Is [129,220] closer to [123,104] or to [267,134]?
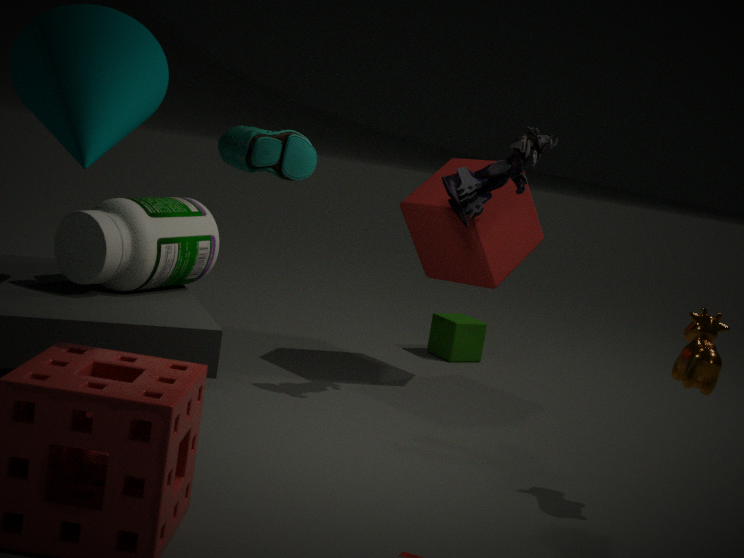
[123,104]
